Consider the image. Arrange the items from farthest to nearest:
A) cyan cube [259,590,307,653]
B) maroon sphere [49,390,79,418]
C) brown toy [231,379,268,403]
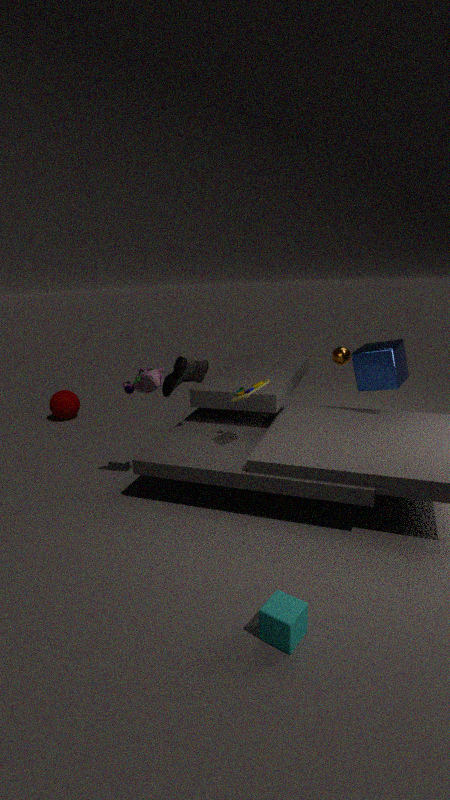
maroon sphere [49,390,79,418]
brown toy [231,379,268,403]
cyan cube [259,590,307,653]
